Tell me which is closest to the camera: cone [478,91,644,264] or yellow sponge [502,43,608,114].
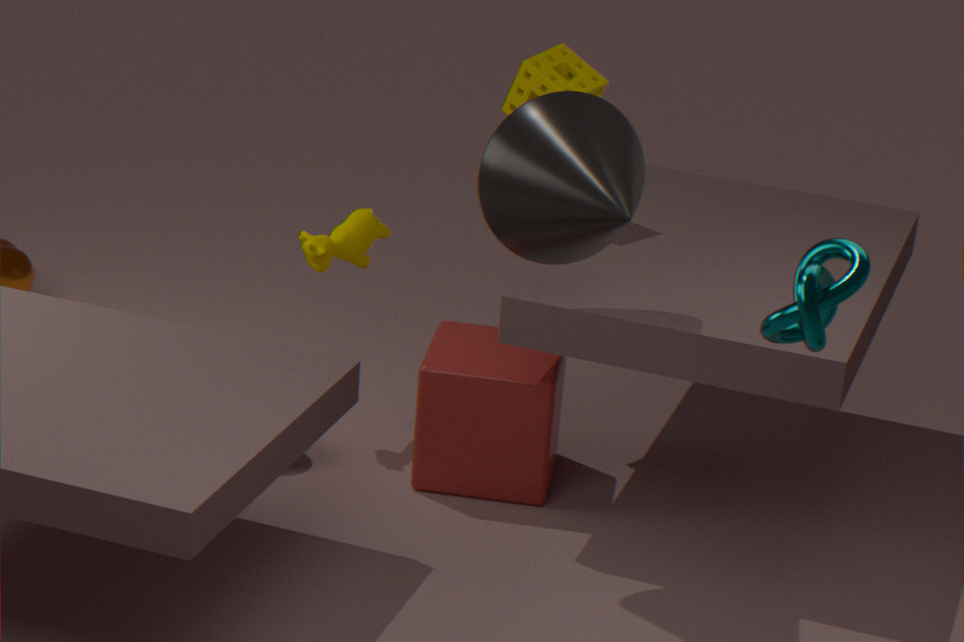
cone [478,91,644,264]
